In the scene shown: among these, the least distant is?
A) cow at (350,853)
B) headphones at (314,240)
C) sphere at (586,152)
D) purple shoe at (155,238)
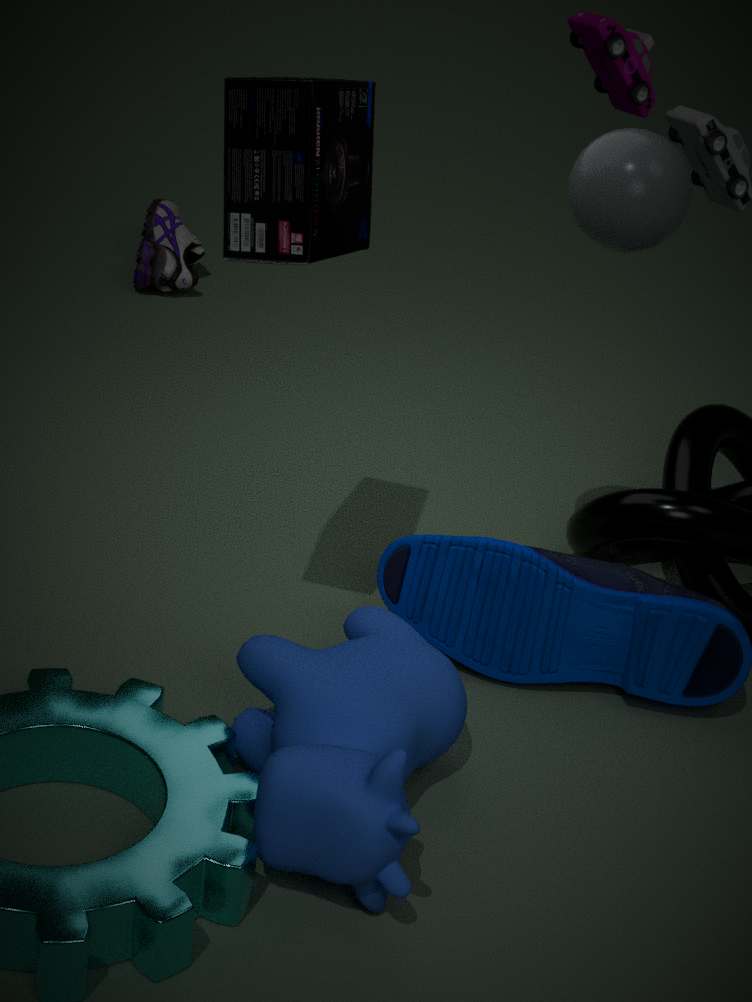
cow at (350,853)
